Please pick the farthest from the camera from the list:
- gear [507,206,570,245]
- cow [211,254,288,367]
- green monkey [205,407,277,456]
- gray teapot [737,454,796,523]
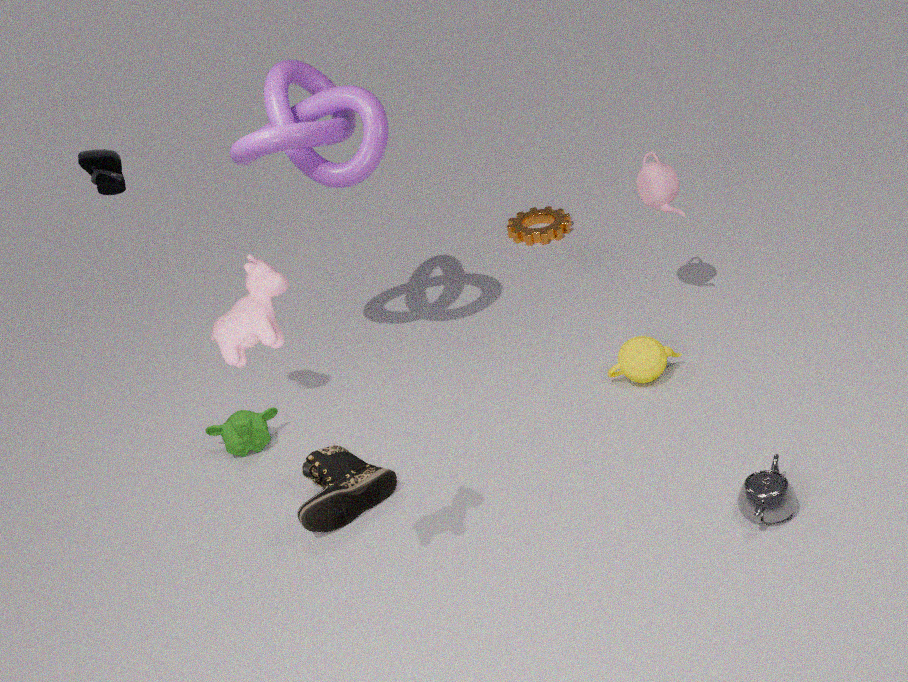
gear [507,206,570,245]
